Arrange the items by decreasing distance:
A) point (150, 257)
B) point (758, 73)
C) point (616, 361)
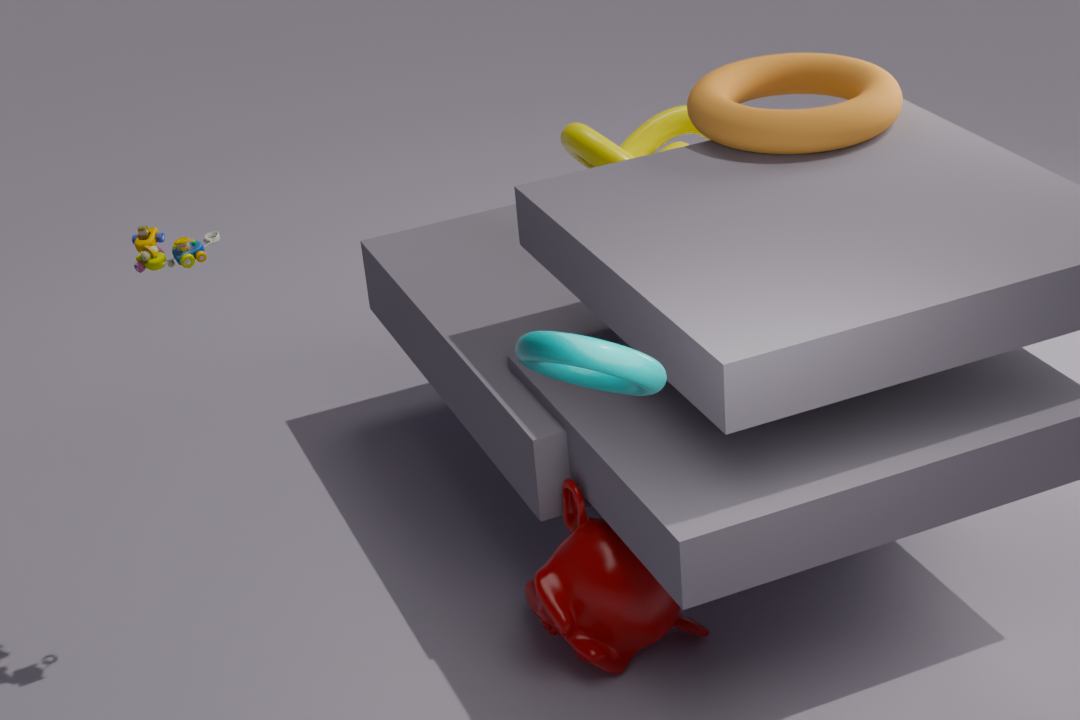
point (758, 73) → point (150, 257) → point (616, 361)
